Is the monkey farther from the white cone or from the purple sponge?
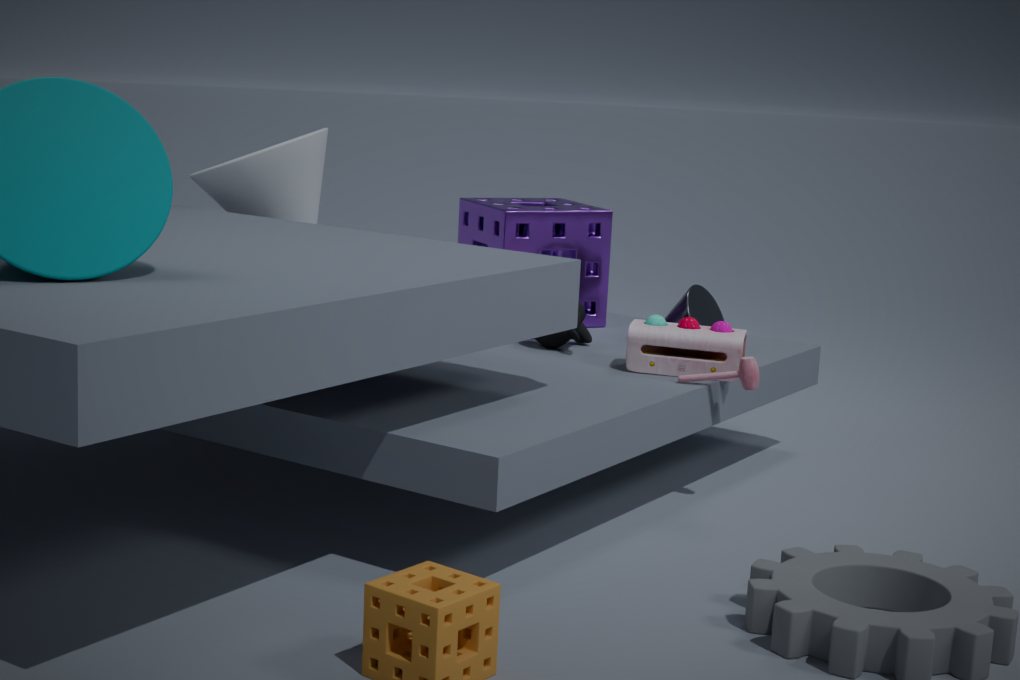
the white cone
